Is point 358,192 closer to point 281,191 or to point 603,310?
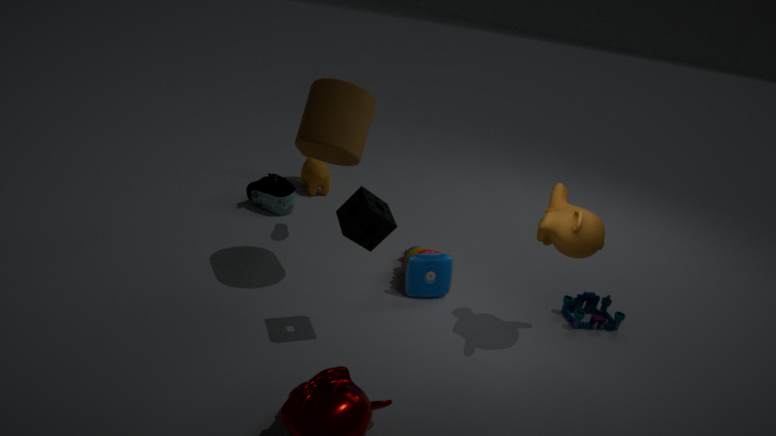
point 603,310
